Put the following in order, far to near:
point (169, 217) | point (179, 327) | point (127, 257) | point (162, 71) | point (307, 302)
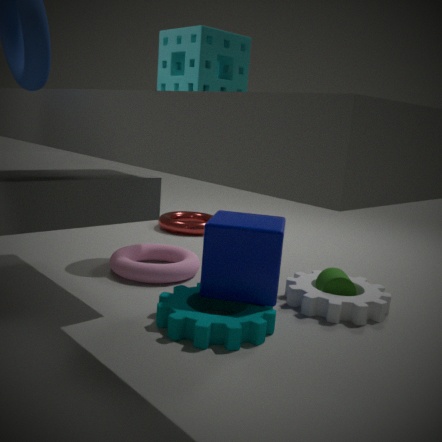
point (169, 217)
point (127, 257)
point (307, 302)
point (179, 327)
point (162, 71)
